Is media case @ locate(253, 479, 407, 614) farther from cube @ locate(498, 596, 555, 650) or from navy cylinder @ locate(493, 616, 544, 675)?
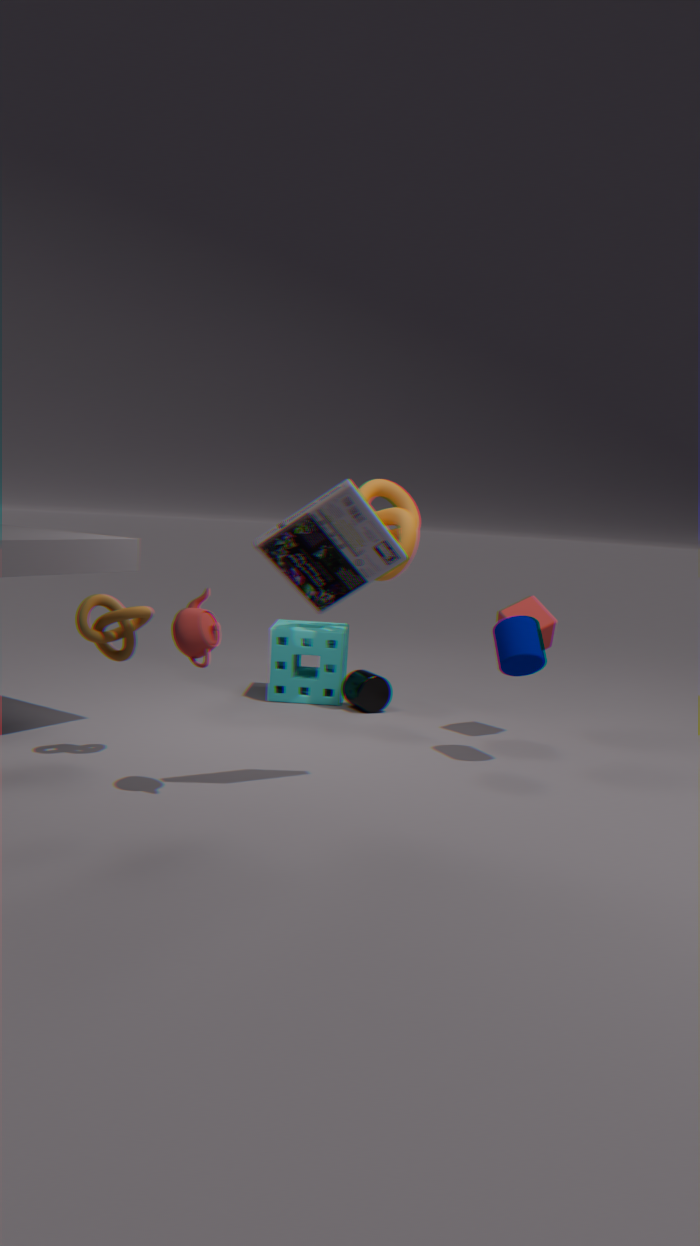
cube @ locate(498, 596, 555, 650)
